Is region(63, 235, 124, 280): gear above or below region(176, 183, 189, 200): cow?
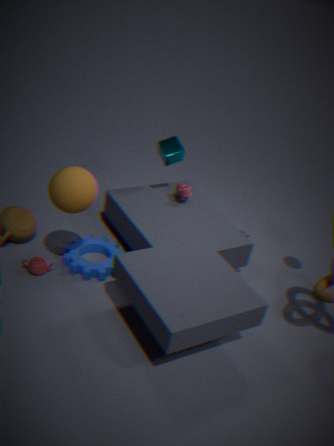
below
